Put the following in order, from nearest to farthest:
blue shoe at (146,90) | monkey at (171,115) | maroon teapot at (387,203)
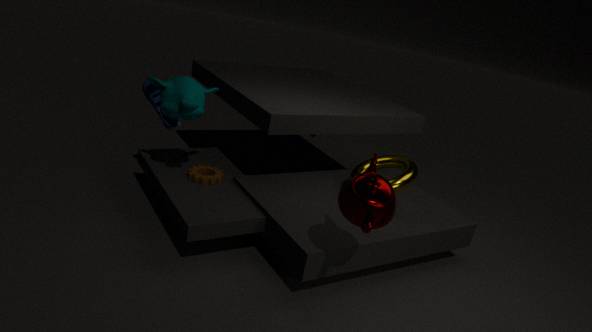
maroon teapot at (387,203)
monkey at (171,115)
blue shoe at (146,90)
